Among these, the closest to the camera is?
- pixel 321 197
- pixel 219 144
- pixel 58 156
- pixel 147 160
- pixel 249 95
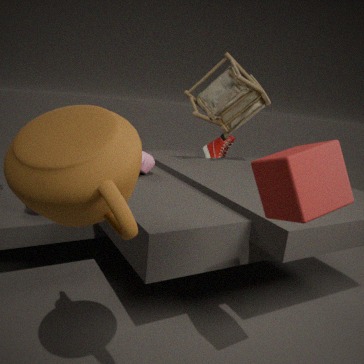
pixel 58 156
